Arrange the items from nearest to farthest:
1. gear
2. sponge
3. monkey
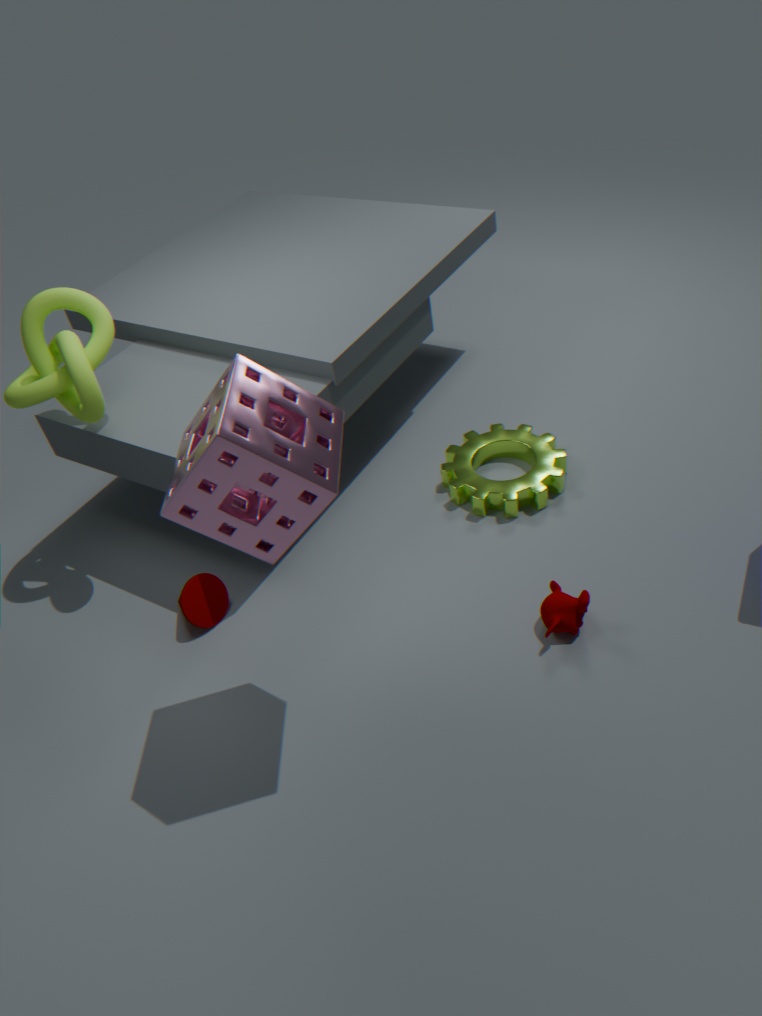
sponge < monkey < gear
